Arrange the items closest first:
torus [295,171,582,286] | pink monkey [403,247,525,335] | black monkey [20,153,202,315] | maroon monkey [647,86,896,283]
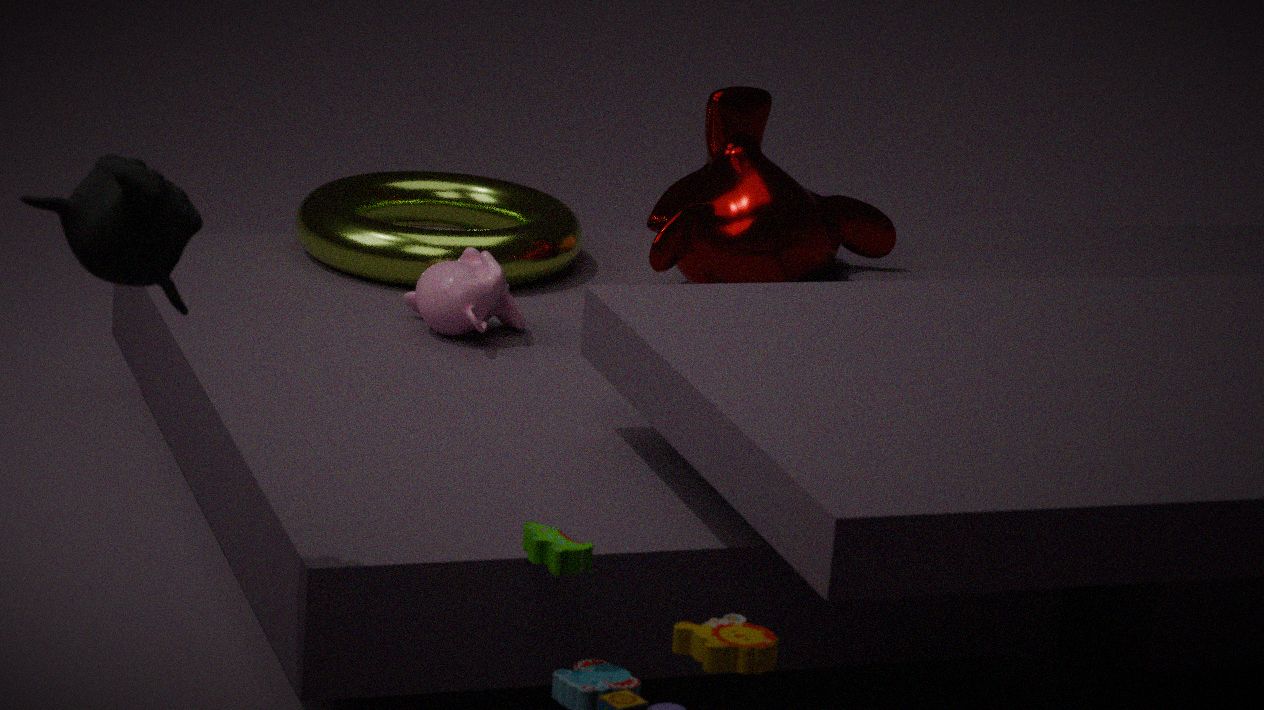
1. black monkey [20,153,202,315]
2. pink monkey [403,247,525,335]
3. maroon monkey [647,86,896,283]
4. torus [295,171,582,286]
